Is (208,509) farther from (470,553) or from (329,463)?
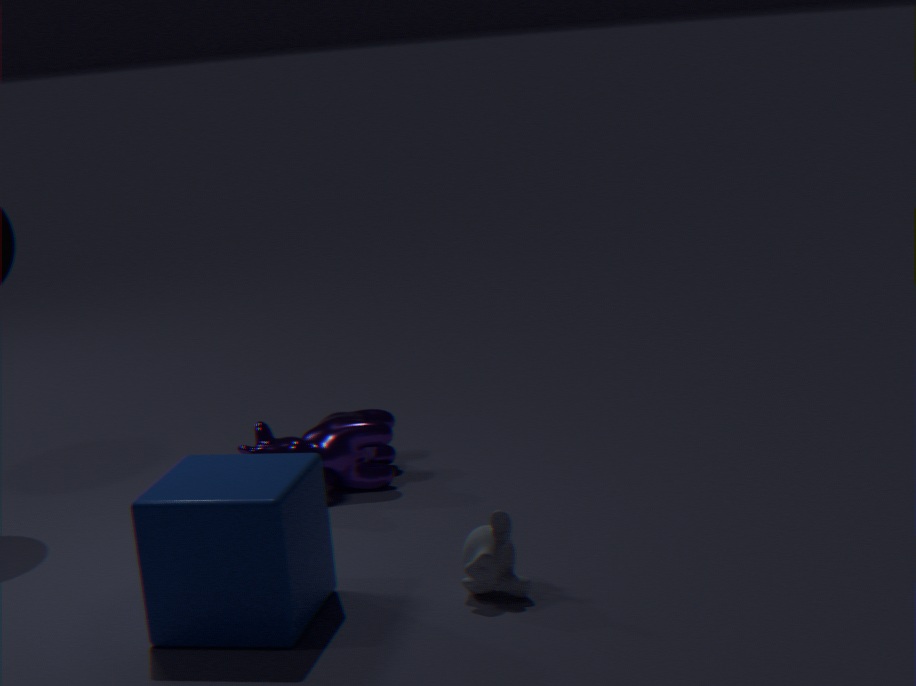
(329,463)
